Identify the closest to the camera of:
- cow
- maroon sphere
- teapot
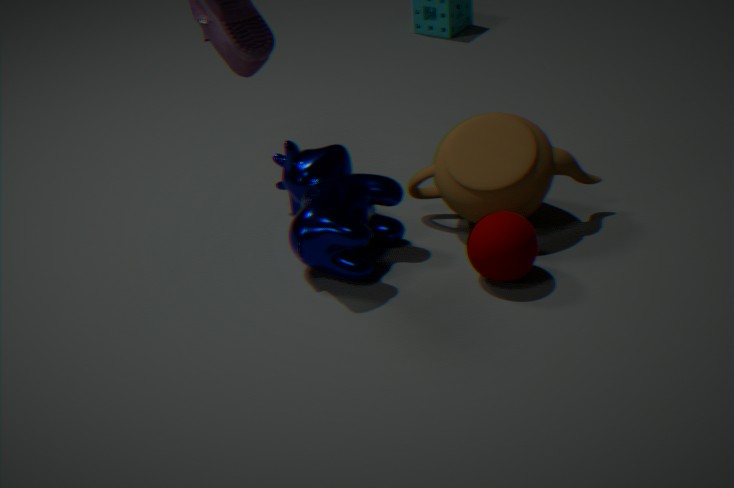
maroon sphere
